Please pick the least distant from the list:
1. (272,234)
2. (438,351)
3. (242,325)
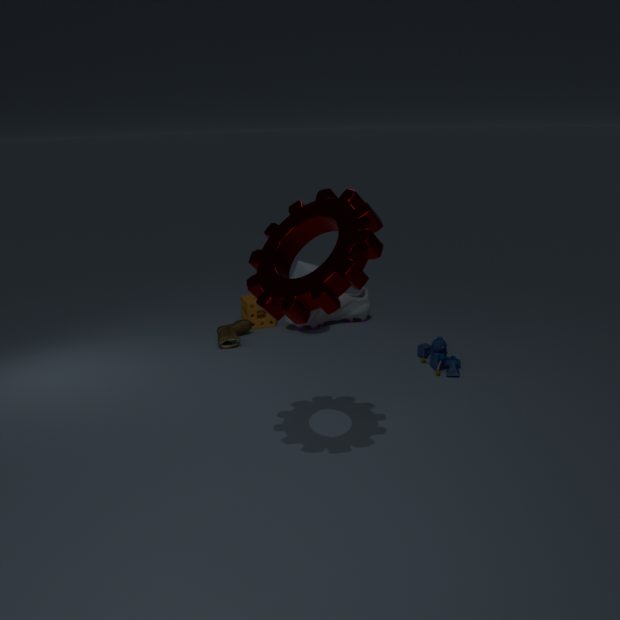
(272,234)
